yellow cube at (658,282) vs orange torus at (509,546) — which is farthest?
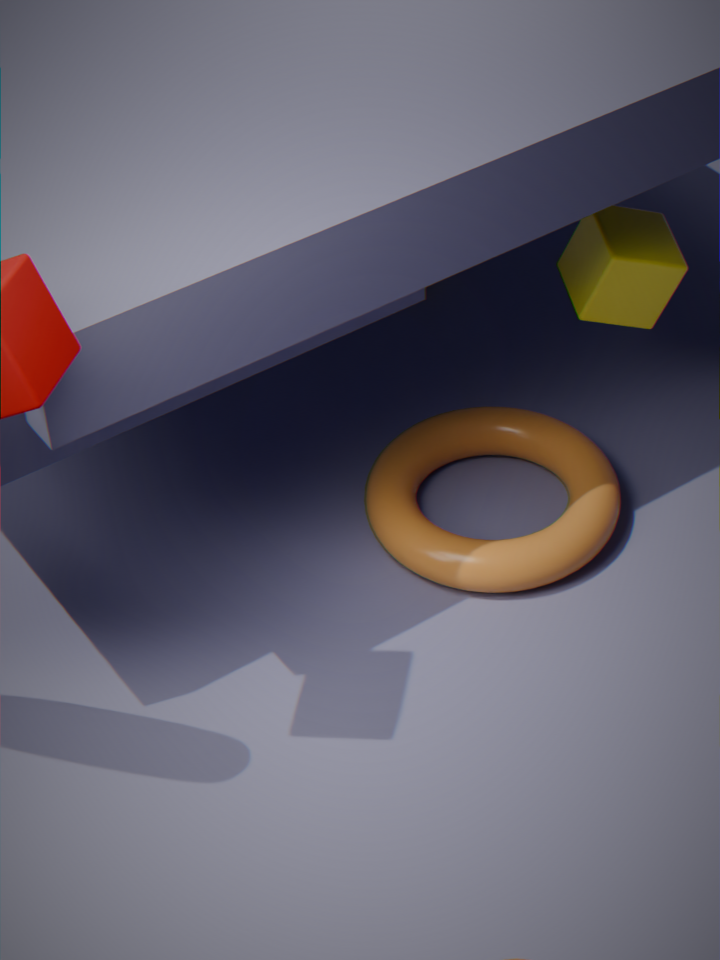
yellow cube at (658,282)
